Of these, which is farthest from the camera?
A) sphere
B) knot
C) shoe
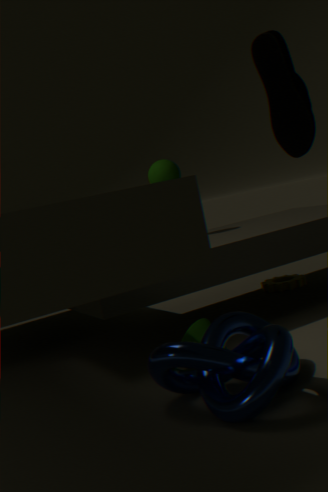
sphere
